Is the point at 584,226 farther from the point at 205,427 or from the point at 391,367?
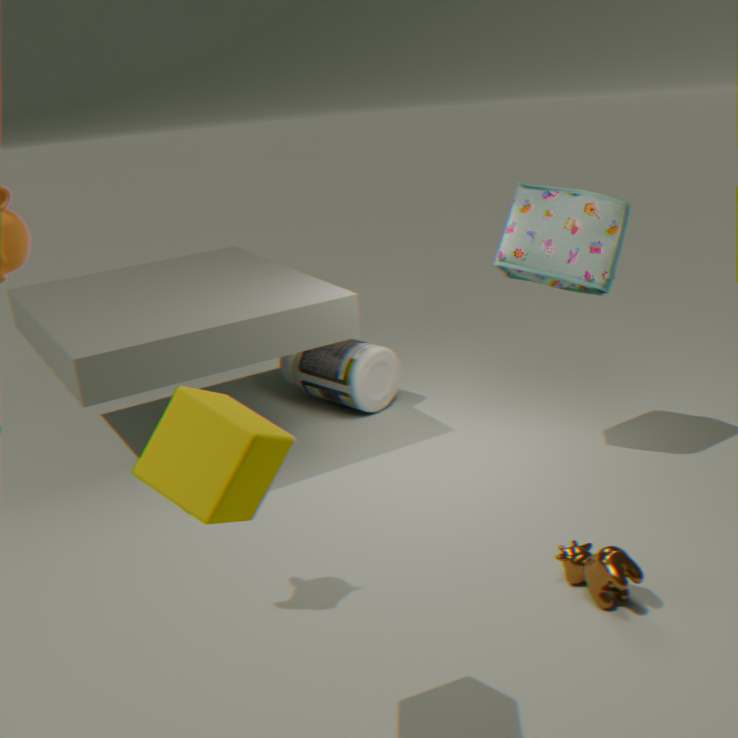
the point at 205,427
